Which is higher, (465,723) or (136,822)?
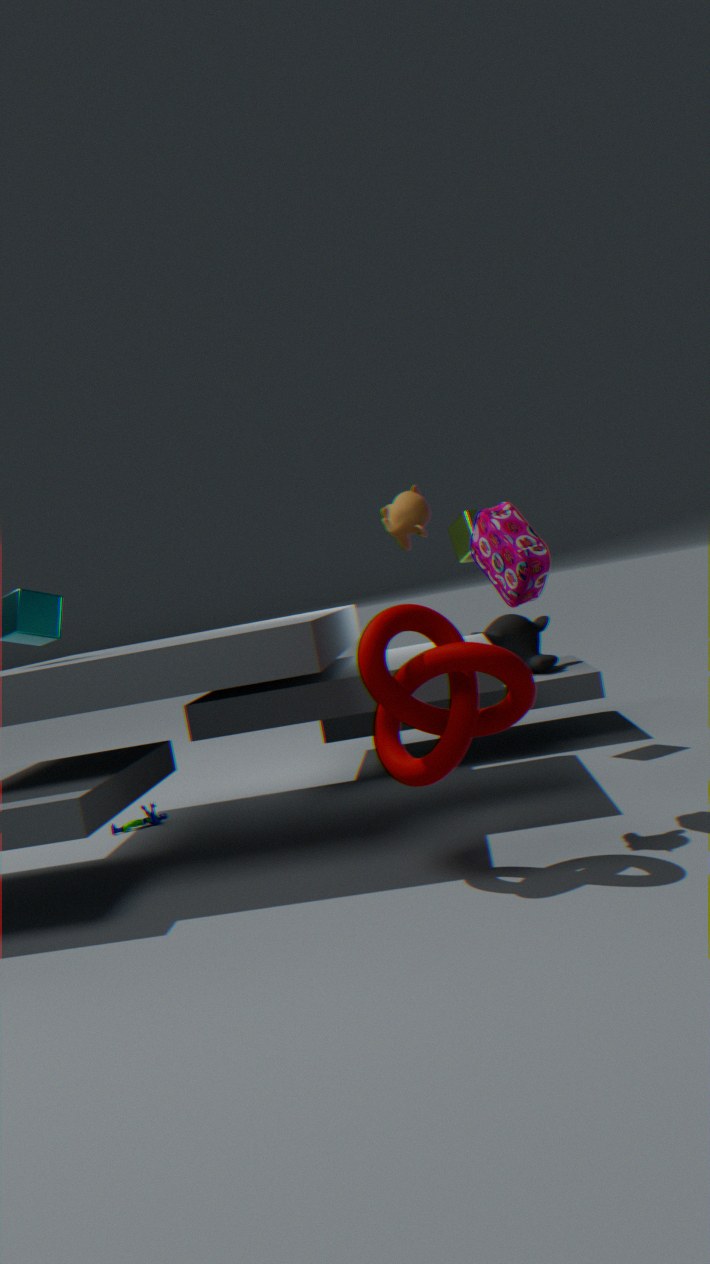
(465,723)
